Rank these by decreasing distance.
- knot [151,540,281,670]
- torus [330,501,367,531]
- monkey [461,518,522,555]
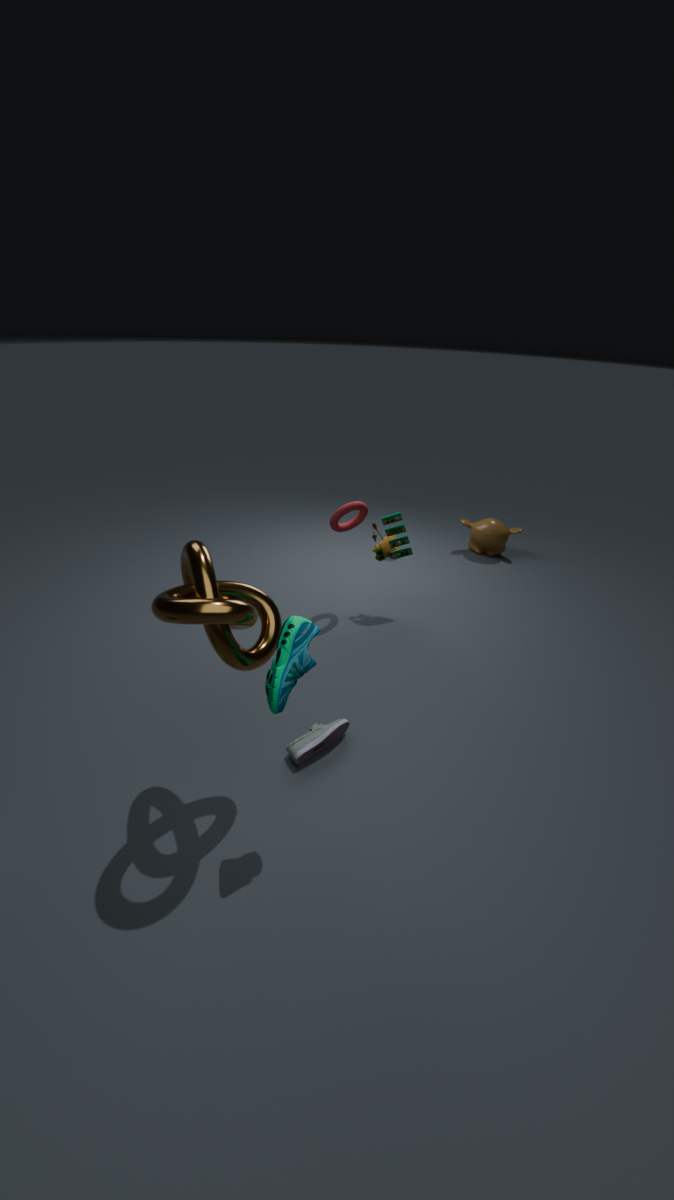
monkey [461,518,522,555], torus [330,501,367,531], knot [151,540,281,670]
